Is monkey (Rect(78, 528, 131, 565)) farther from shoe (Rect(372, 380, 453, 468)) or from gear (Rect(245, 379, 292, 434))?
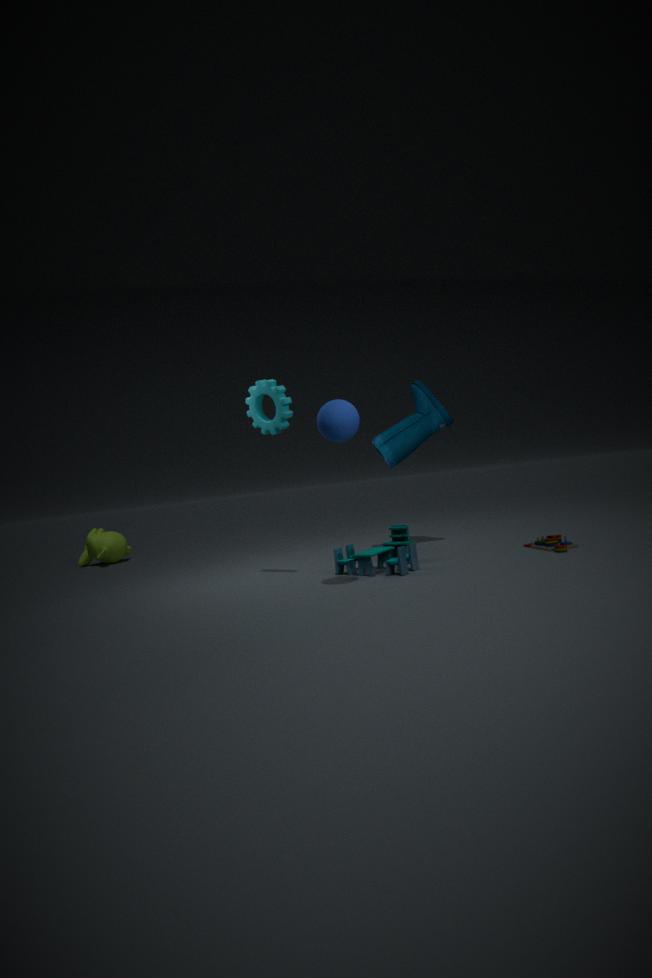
shoe (Rect(372, 380, 453, 468))
